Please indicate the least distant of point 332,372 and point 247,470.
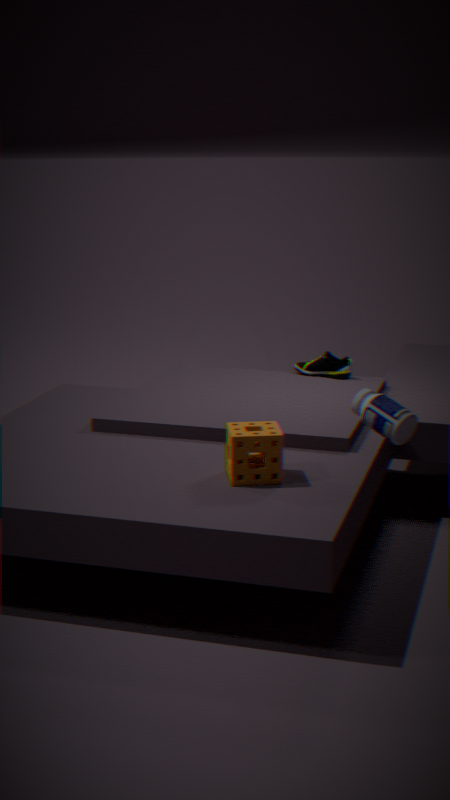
point 247,470
